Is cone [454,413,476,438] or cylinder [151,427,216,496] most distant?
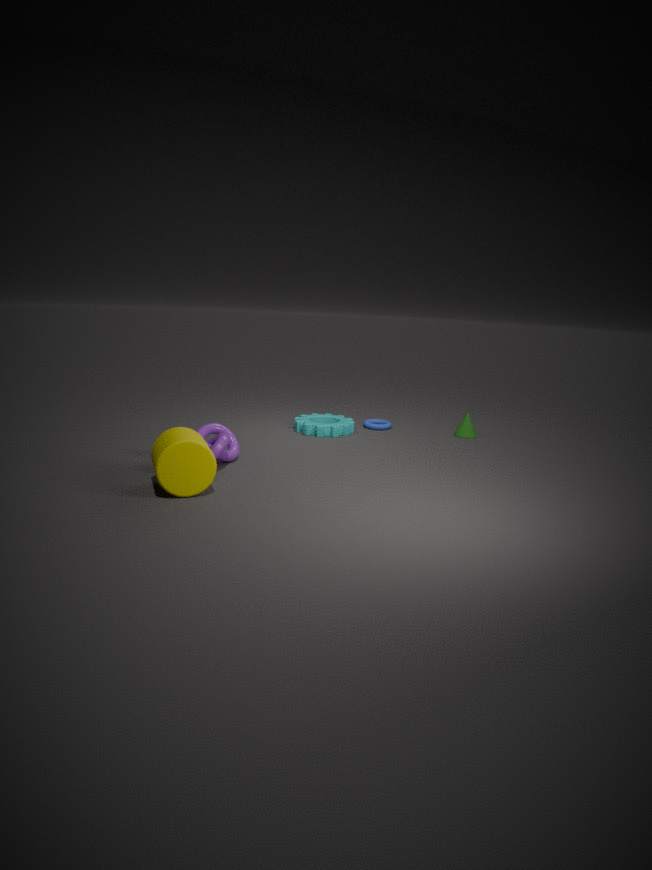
cone [454,413,476,438]
